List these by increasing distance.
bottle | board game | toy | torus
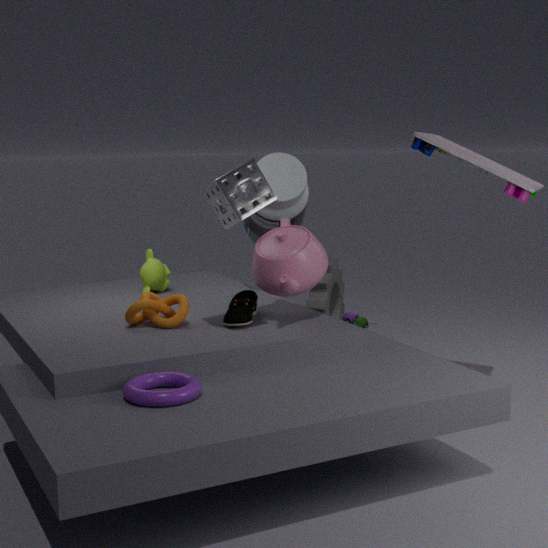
torus < board game < bottle < toy
